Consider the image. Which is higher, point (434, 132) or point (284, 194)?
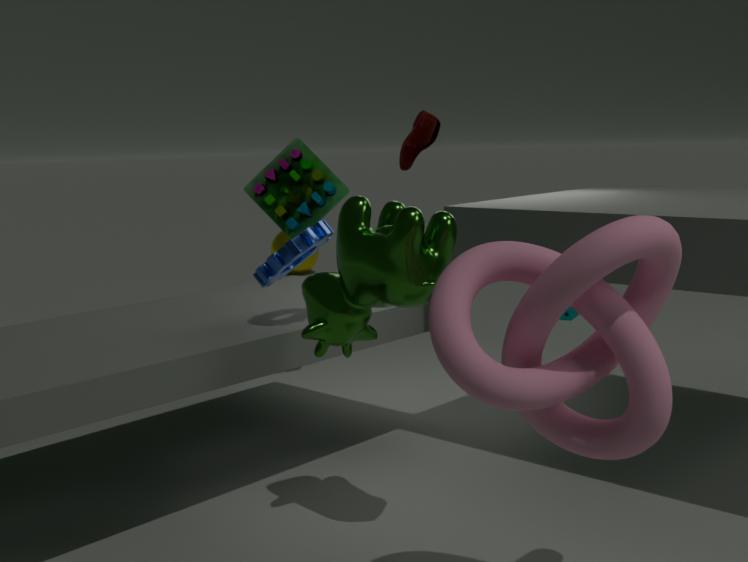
point (434, 132)
